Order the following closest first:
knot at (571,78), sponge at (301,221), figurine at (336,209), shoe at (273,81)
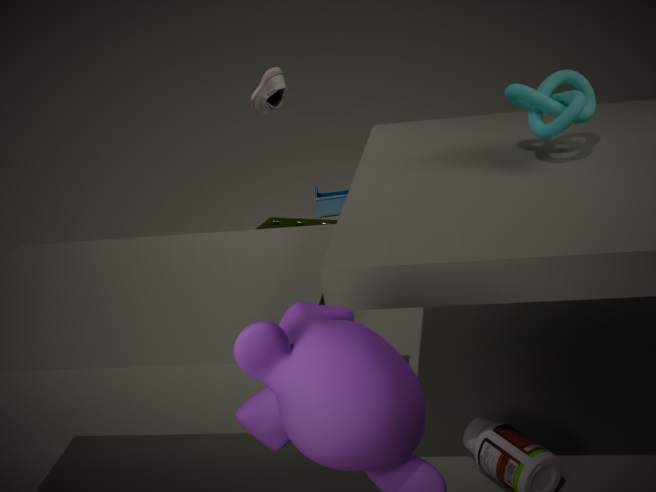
knot at (571,78) → shoe at (273,81) → sponge at (301,221) → figurine at (336,209)
